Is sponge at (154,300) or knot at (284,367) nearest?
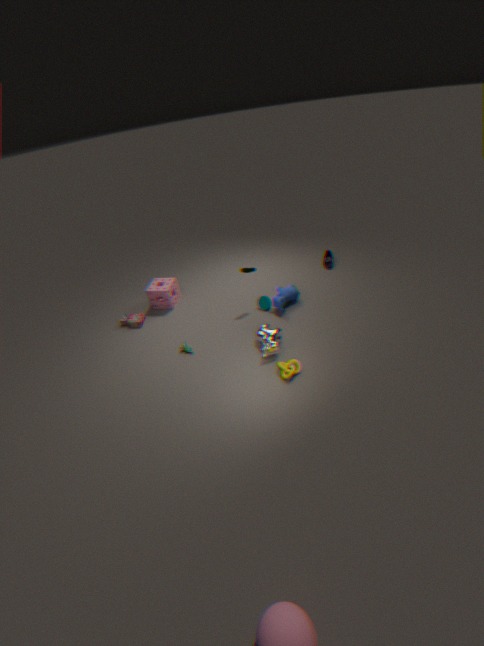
knot at (284,367)
